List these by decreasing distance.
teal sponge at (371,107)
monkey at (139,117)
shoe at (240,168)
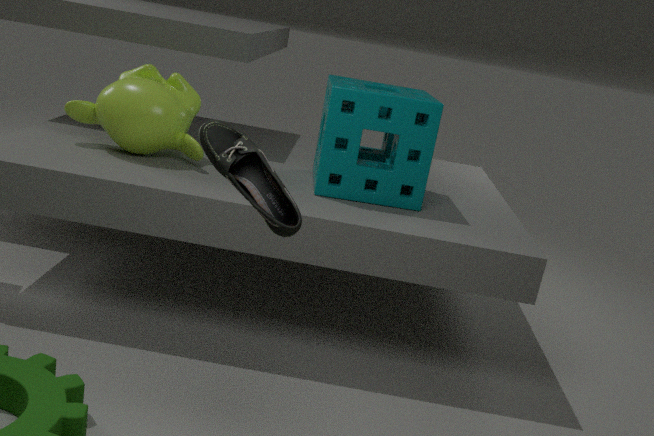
monkey at (139,117), teal sponge at (371,107), shoe at (240,168)
